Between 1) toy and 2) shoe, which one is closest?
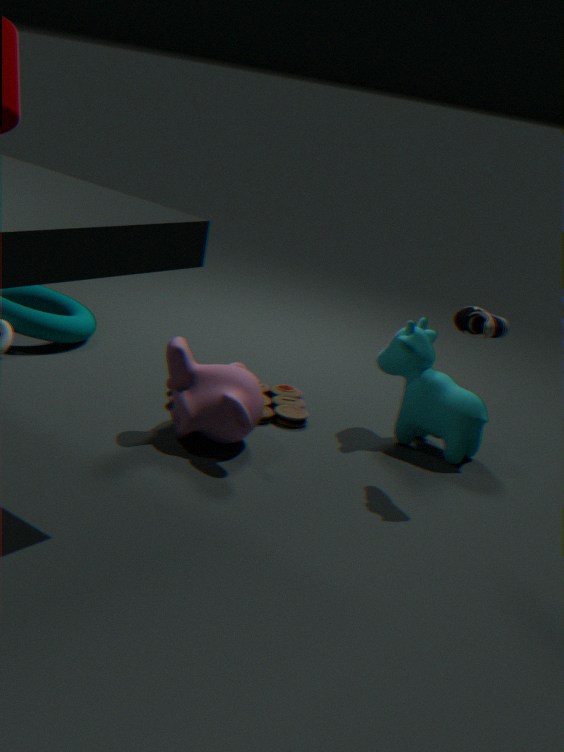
2. shoe
